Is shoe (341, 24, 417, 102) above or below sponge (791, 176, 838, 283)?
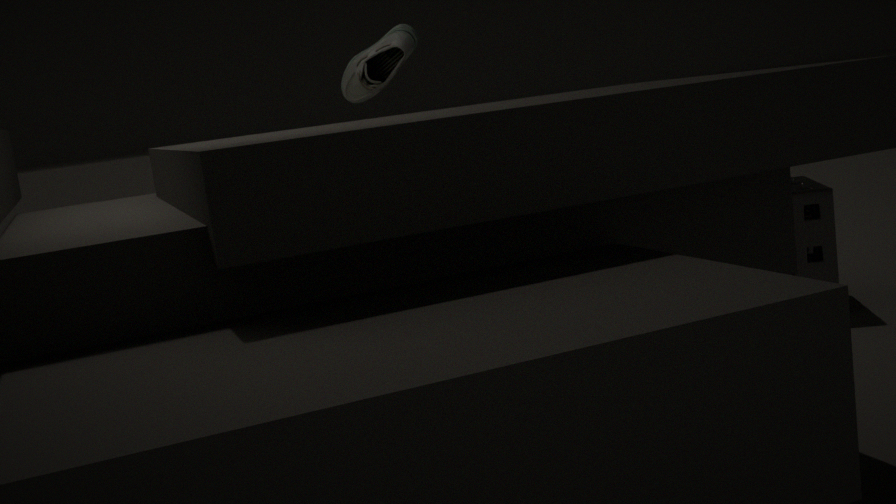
above
